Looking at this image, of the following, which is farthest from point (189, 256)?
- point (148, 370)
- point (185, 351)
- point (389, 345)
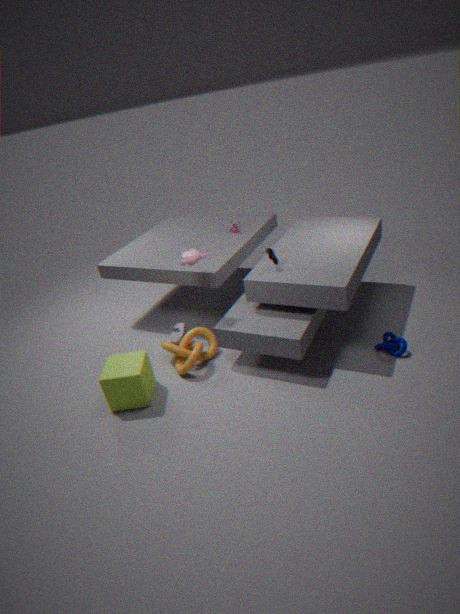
point (389, 345)
